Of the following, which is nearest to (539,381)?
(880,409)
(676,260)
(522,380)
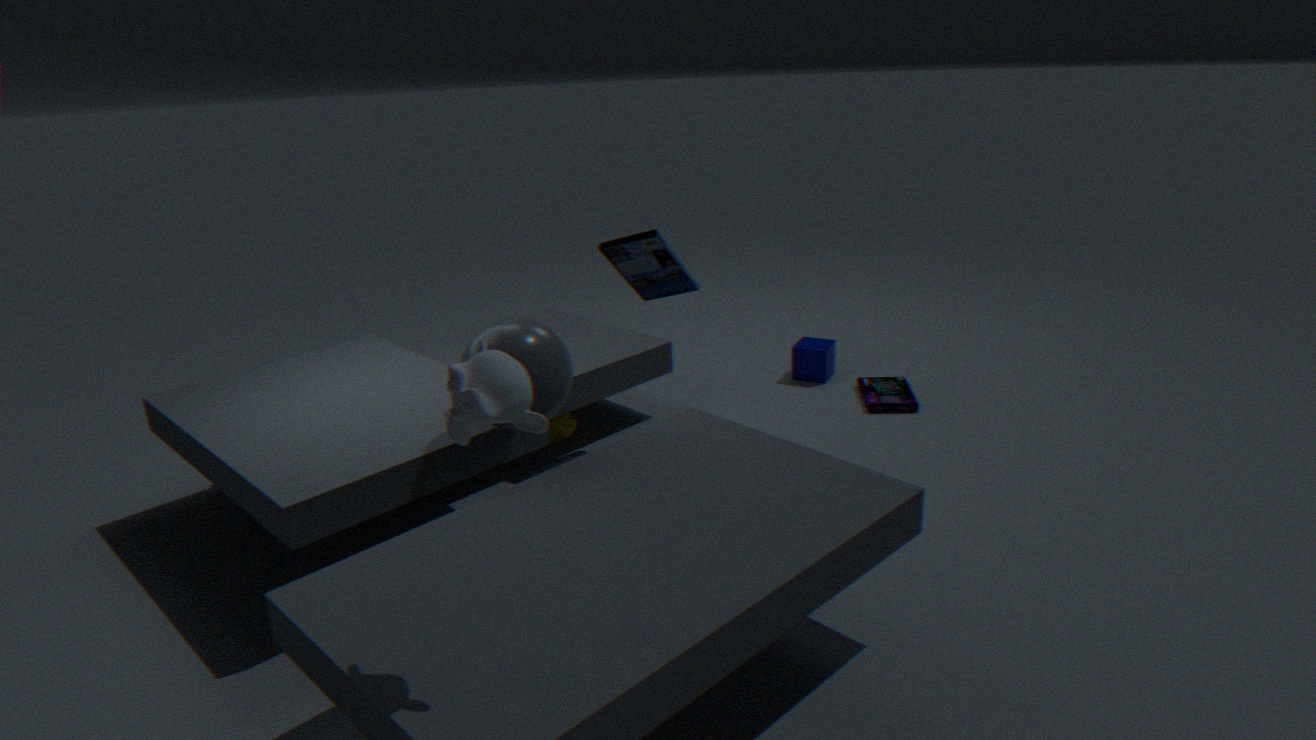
(676,260)
